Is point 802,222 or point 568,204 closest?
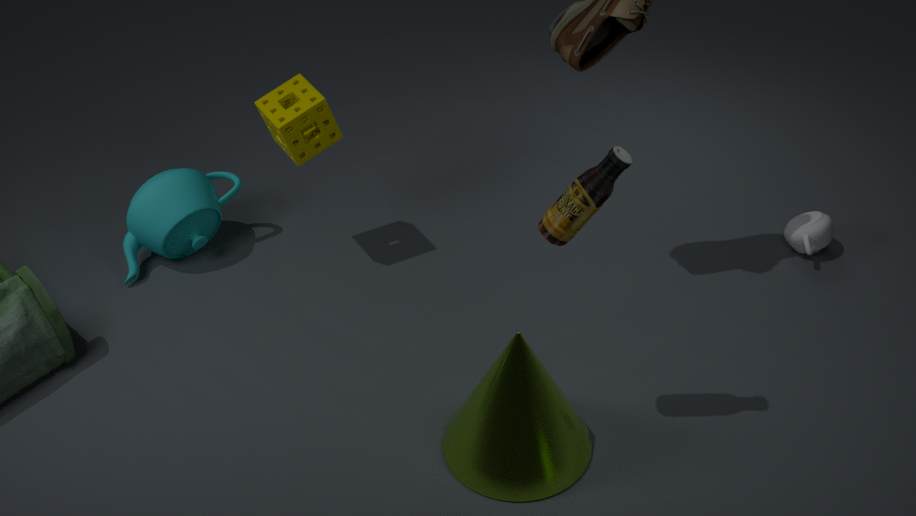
point 568,204
